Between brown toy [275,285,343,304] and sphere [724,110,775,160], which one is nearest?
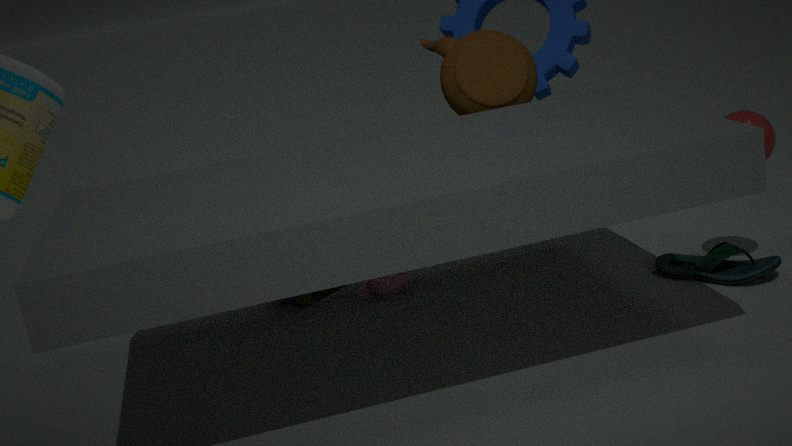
sphere [724,110,775,160]
